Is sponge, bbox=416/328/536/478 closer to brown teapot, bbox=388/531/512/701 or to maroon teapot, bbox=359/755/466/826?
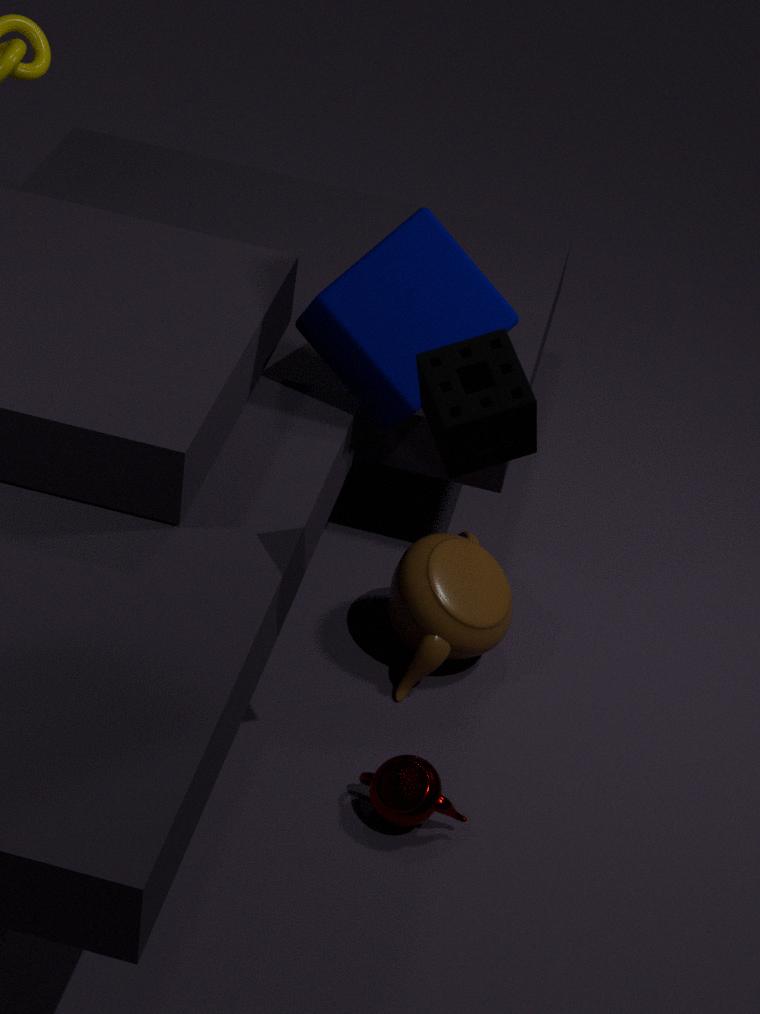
maroon teapot, bbox=359/755/466/826
